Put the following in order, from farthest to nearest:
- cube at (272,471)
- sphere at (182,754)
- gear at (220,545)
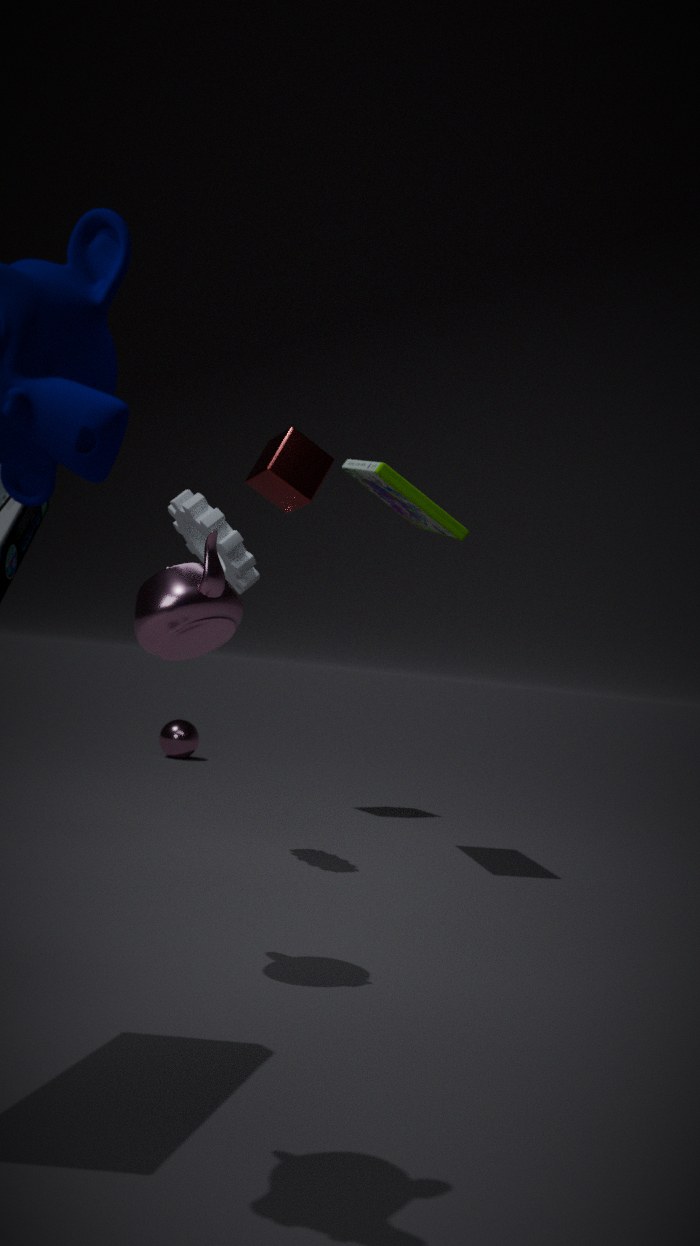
sphere at (182,754), cube at (272,471), gear at (220,545)
